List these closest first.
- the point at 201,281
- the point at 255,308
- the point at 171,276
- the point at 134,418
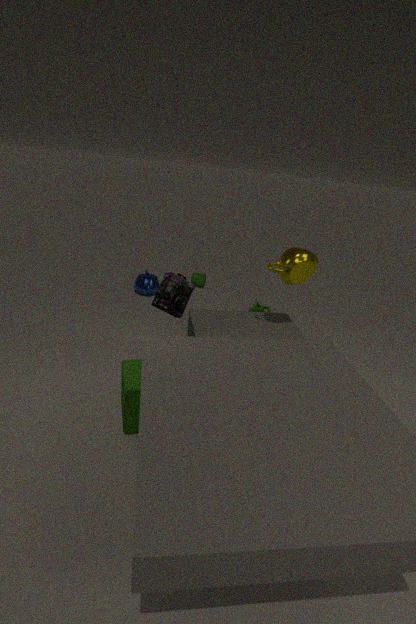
the point at 134,418 → the point at 171,276 → the point at 255,308 → the point at 201,281
